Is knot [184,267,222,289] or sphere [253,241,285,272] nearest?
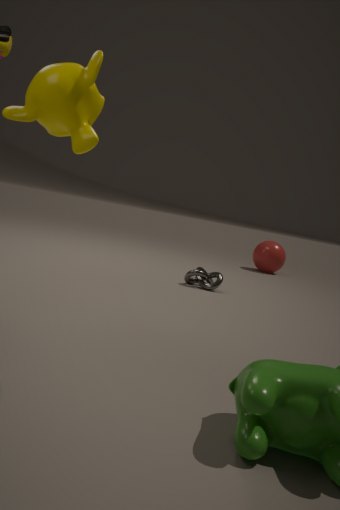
knot [184,267,222,289]
